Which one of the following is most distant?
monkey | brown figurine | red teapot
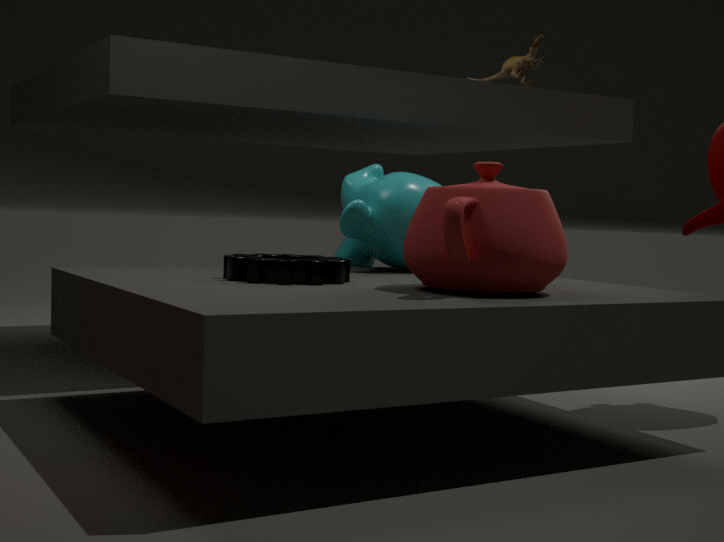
brown figurine
